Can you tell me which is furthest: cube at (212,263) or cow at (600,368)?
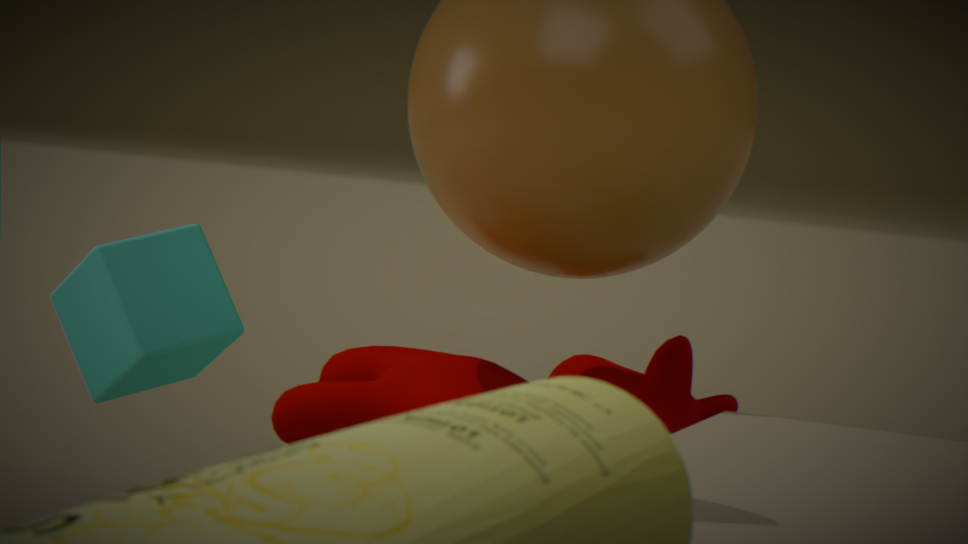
cube at (212,263)
